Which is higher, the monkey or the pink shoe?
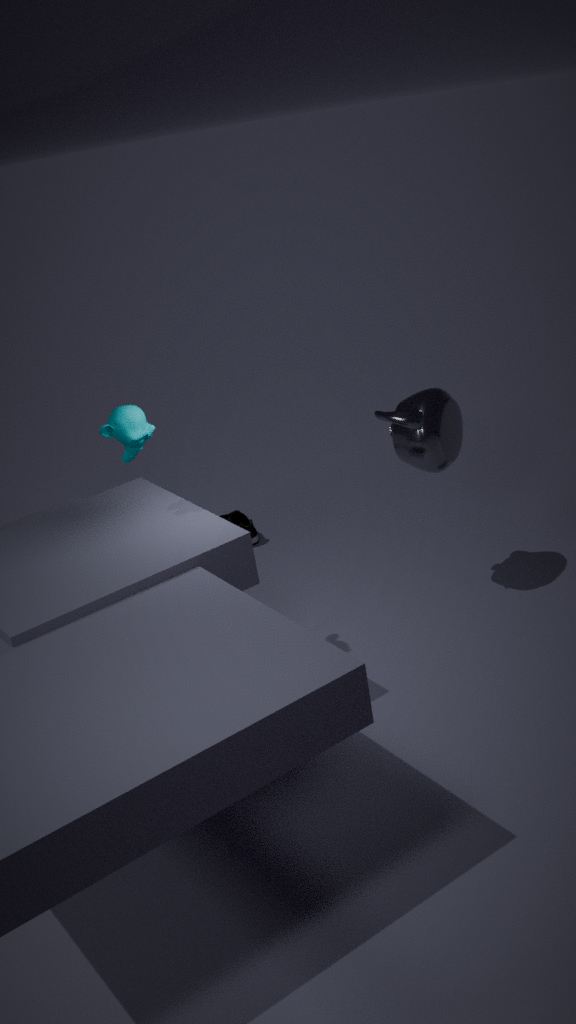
the monkey
